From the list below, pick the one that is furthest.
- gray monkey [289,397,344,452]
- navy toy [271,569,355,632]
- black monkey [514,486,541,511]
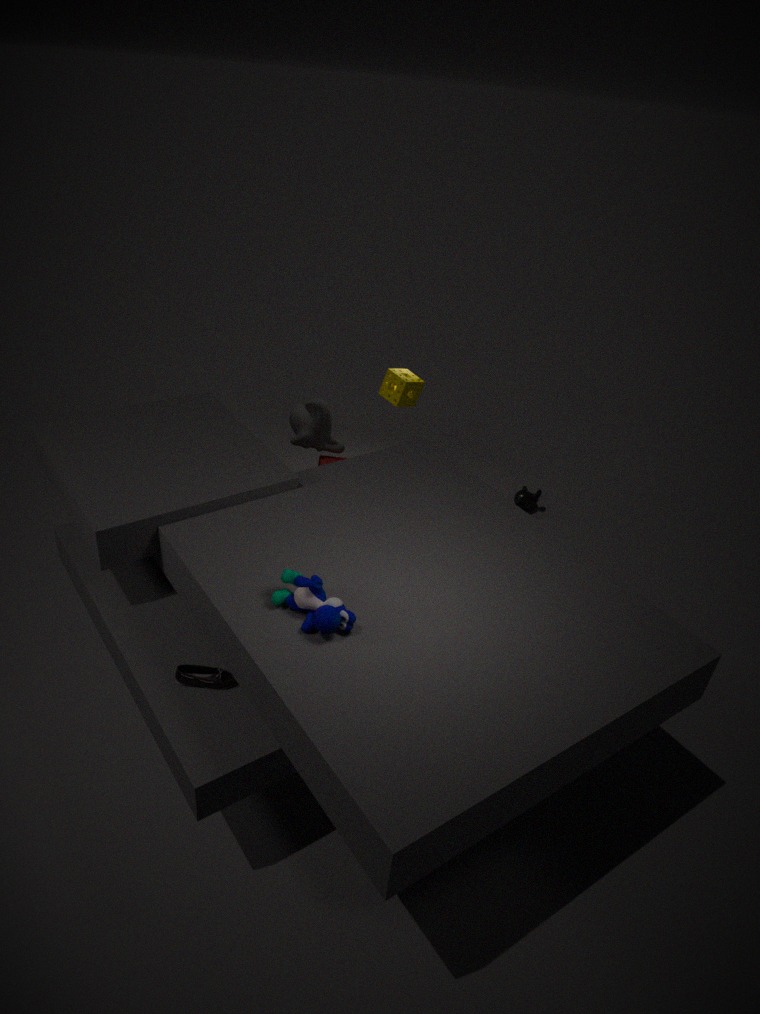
black monkey [514,486,541,511]
